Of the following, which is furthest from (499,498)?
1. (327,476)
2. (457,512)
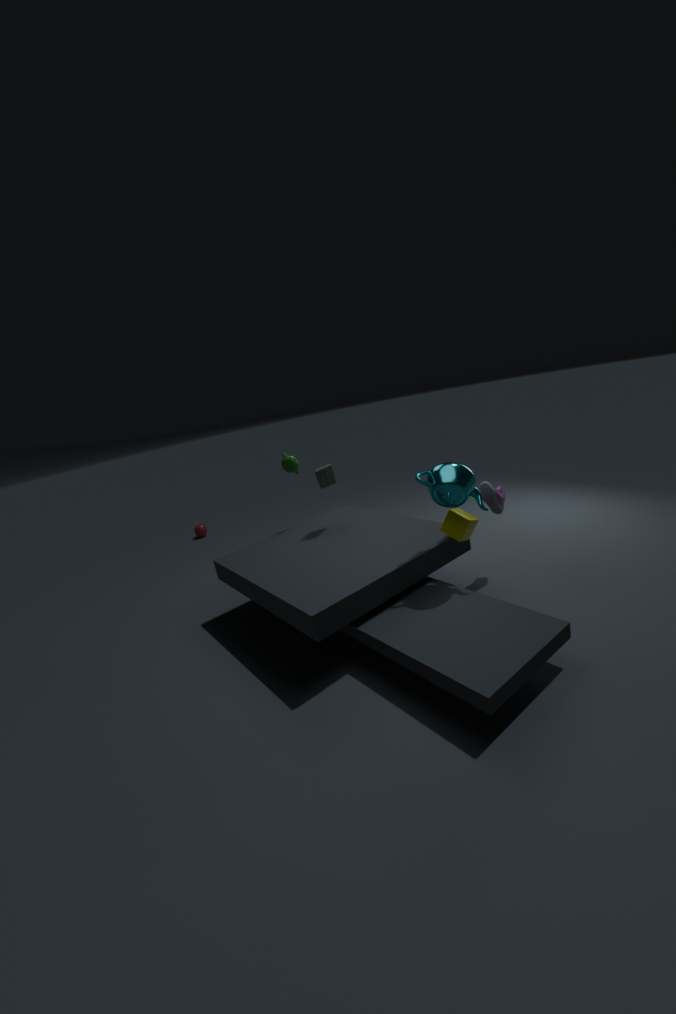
(327,476)
